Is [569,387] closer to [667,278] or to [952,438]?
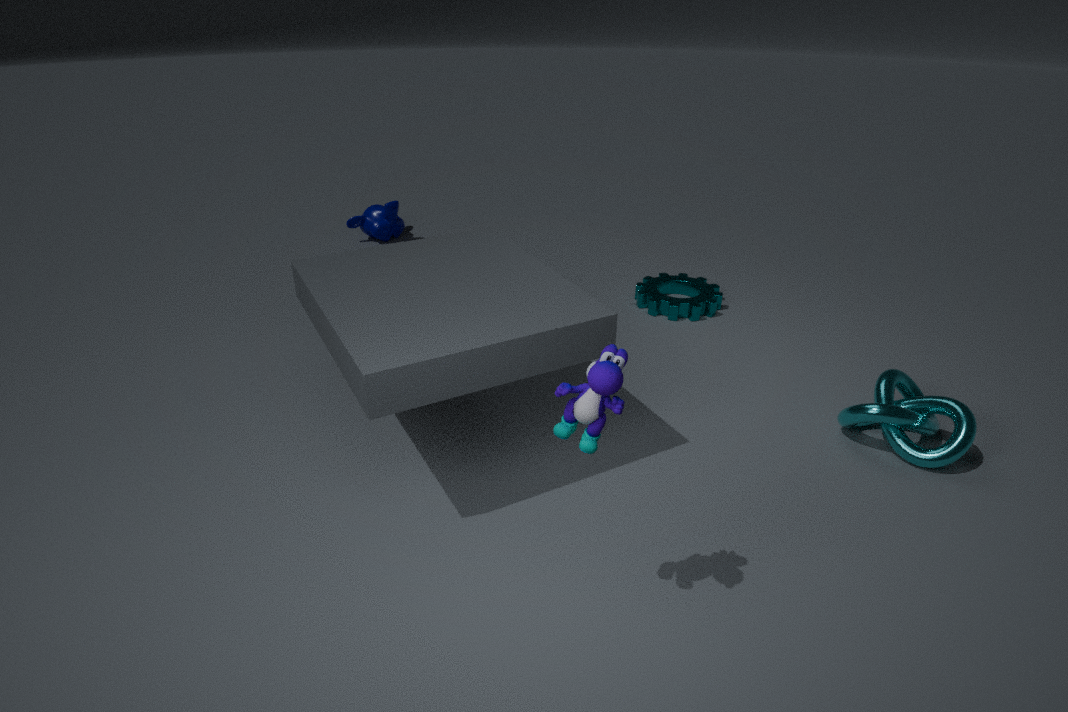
[952,438]
